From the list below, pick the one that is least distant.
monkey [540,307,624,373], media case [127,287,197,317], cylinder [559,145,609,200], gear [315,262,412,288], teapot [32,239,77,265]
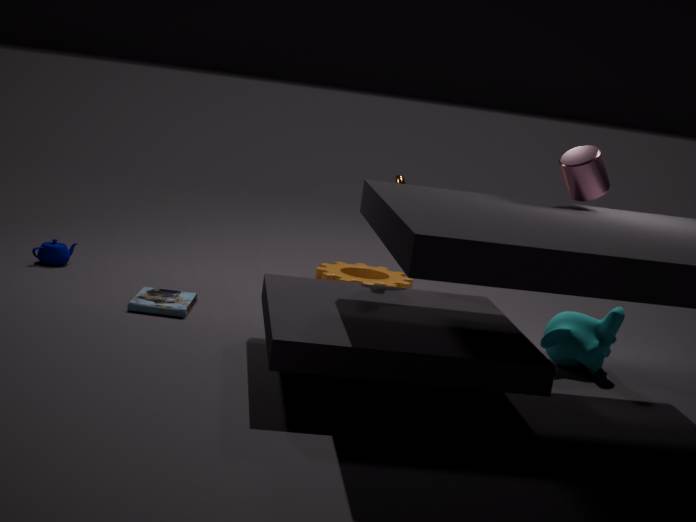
cylinder [559,145,609,200]
